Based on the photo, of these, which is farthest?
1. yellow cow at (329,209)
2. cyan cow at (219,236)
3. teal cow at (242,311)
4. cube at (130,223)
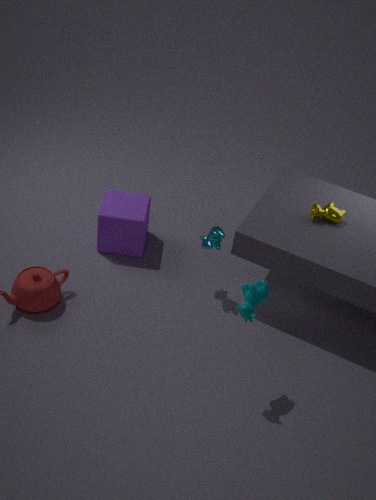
cube at (130,223)
